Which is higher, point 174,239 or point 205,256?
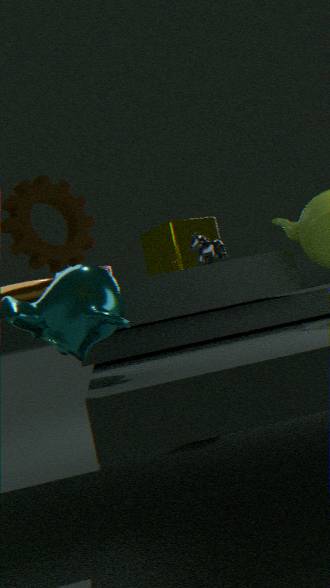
point 174,239
